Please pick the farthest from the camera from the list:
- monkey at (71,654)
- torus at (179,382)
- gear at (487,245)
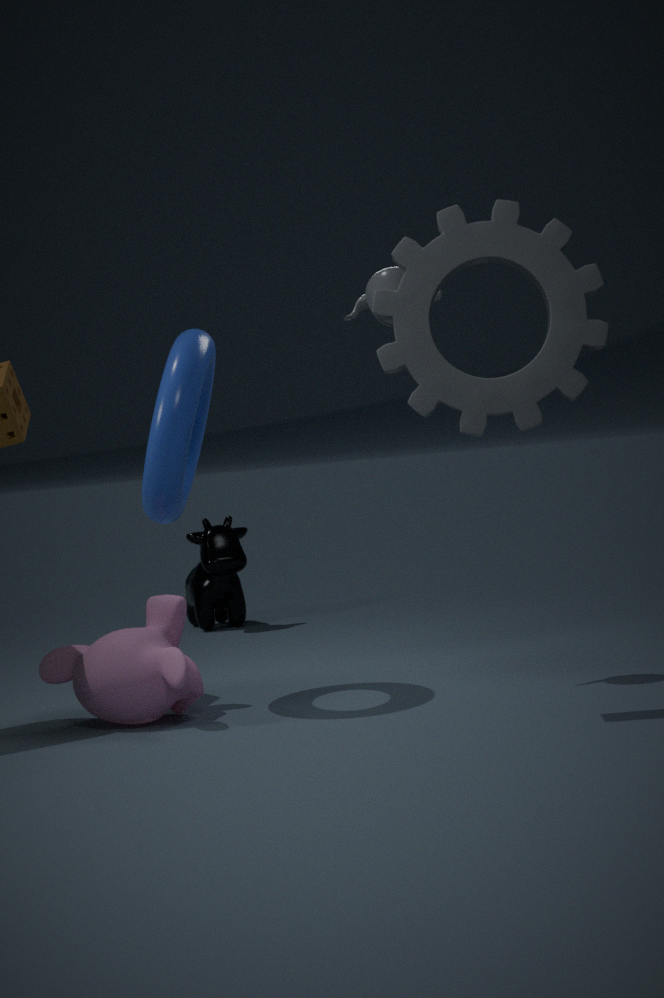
monkey at (71,654)
